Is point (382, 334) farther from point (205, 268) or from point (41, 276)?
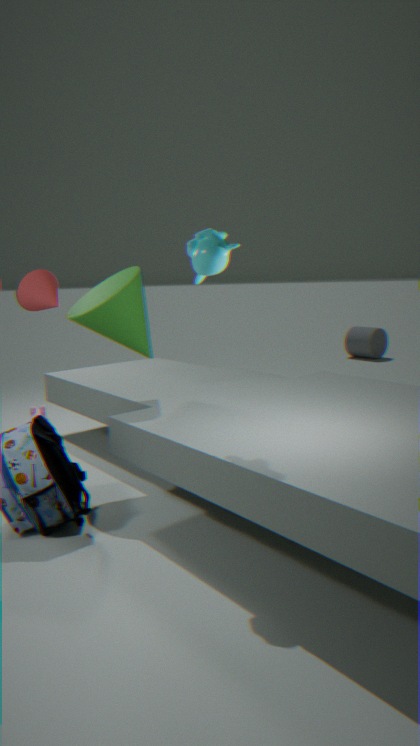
point (205, 268)
